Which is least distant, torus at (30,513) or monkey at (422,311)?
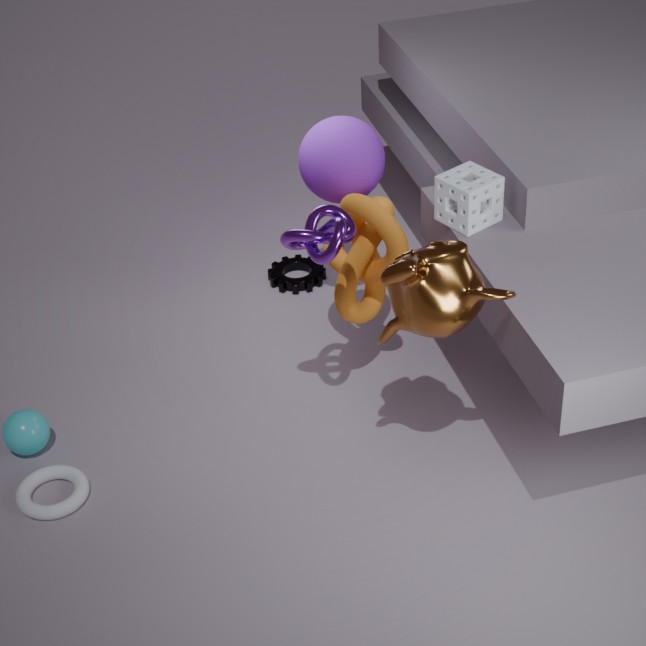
monkey at (422,311)
